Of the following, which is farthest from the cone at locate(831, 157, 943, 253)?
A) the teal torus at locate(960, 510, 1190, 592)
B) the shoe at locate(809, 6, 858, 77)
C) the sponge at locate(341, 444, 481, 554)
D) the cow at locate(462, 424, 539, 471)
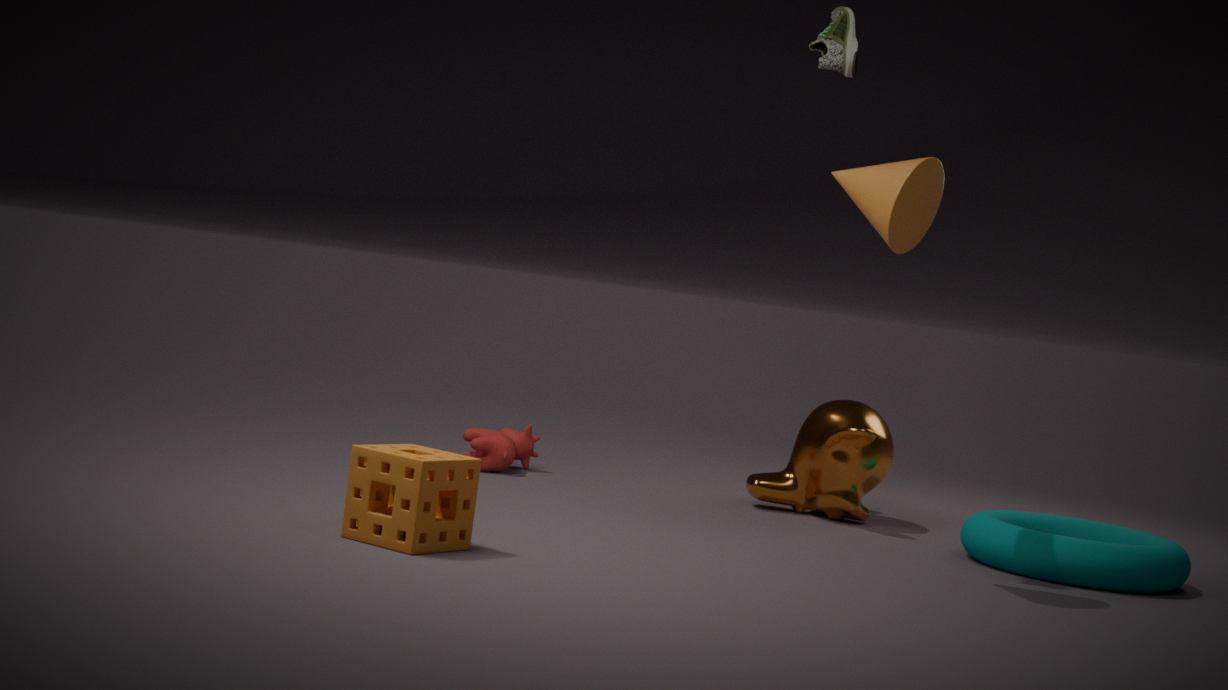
the cow at locate(462, 424, 539, 471)
